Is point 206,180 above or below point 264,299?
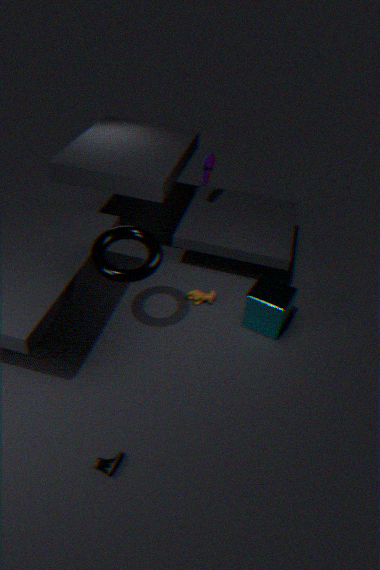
above
